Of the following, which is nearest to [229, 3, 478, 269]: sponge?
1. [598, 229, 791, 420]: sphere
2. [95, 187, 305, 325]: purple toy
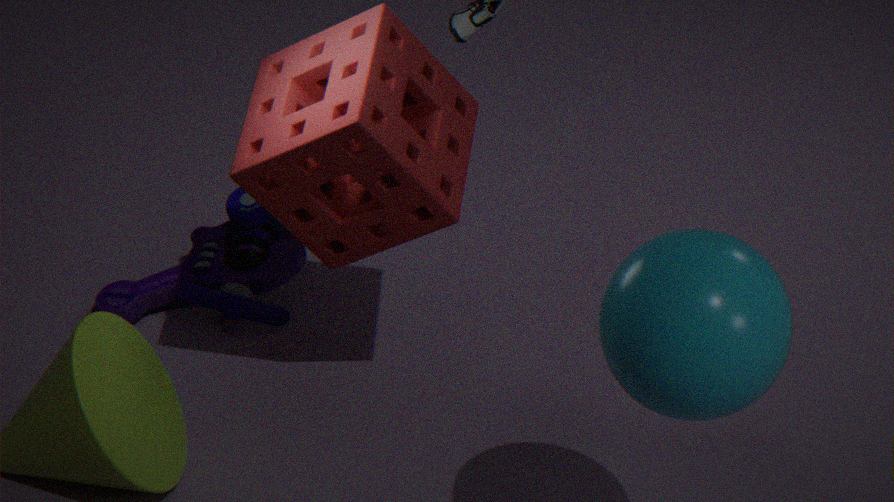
[95, 187, 305, 325]: purple toy
